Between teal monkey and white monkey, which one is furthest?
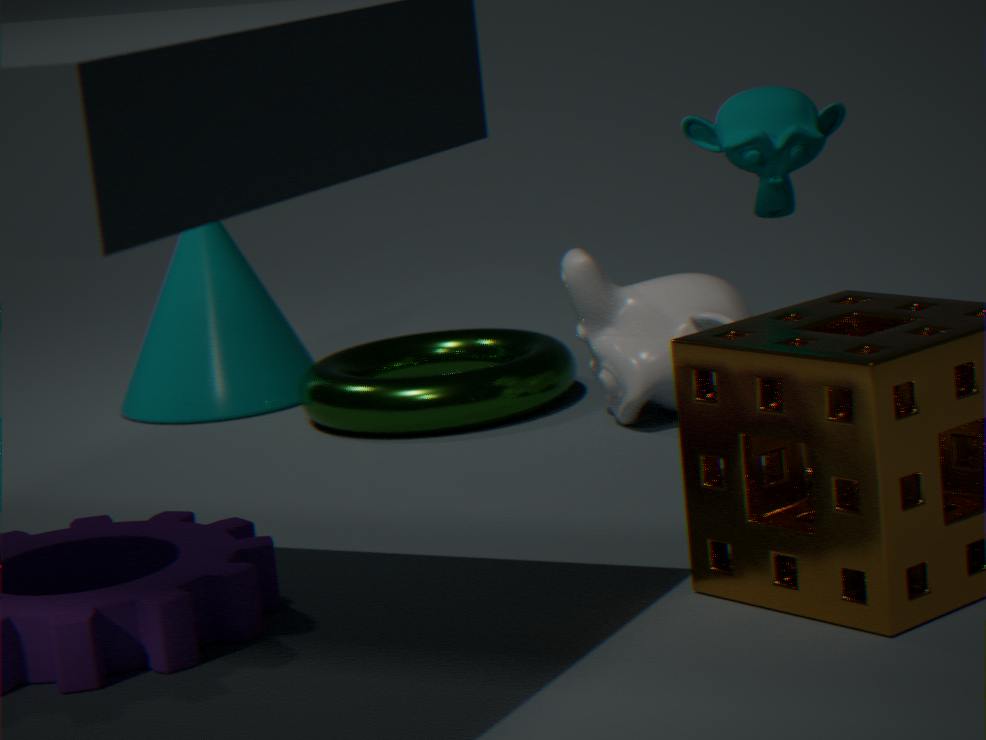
white monkey
